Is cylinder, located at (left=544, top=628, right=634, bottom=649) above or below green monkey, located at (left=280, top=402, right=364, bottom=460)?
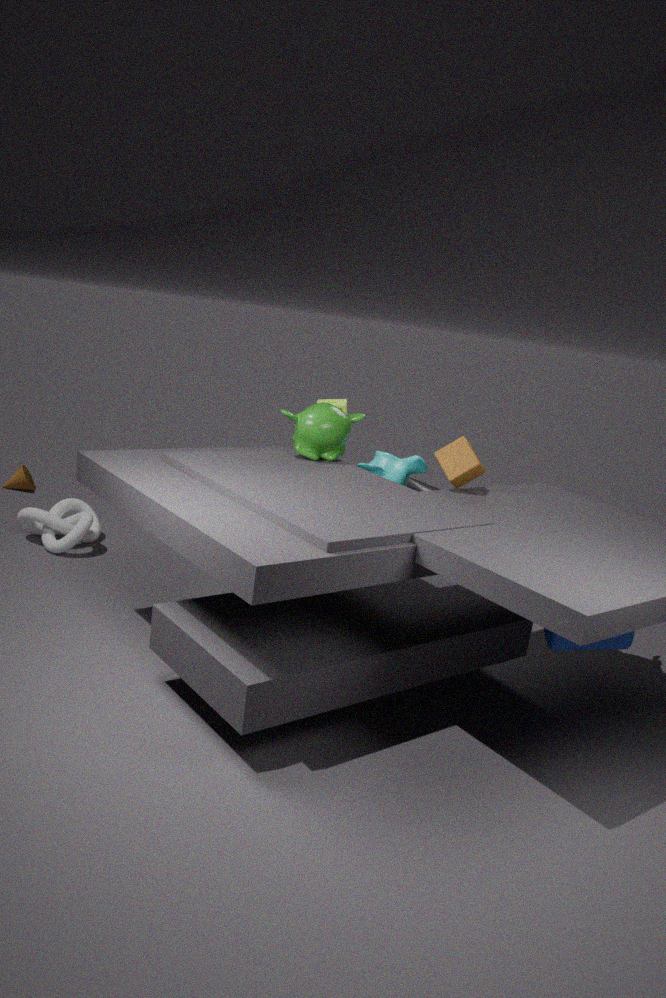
below
